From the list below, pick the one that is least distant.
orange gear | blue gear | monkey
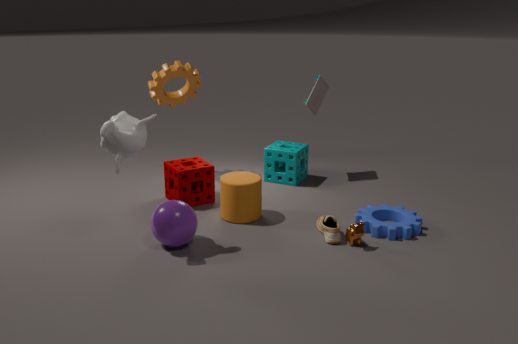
monkey
